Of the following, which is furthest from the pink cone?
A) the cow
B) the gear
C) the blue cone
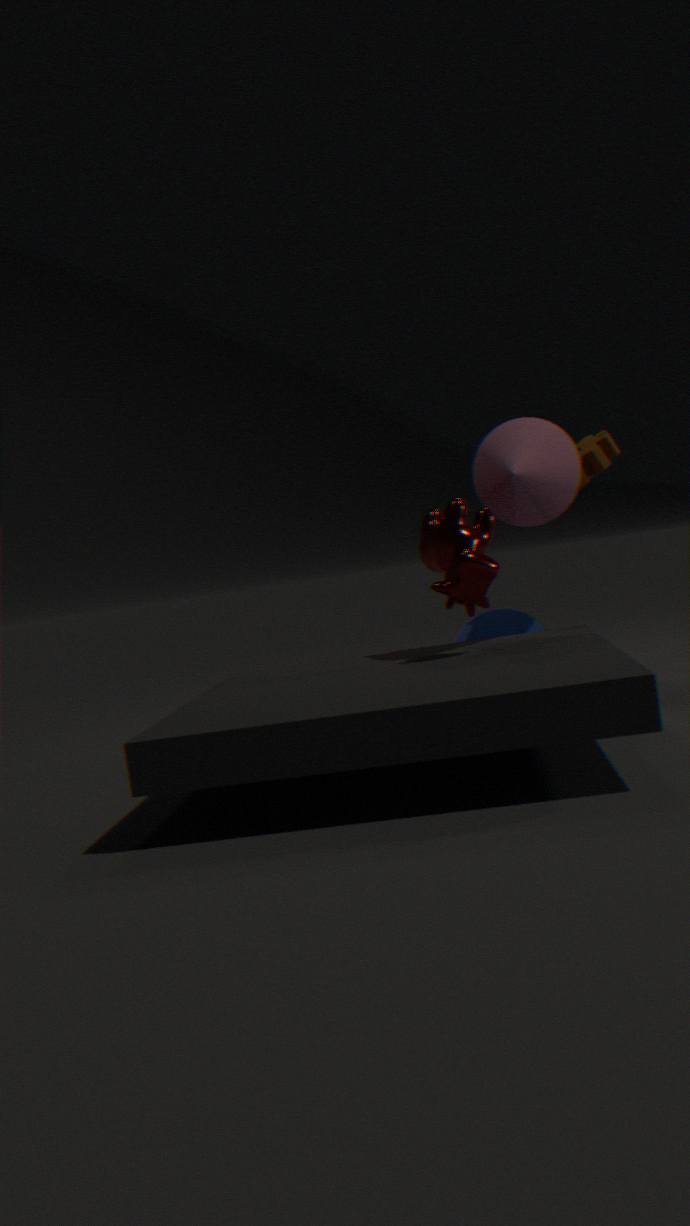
the blue cone
